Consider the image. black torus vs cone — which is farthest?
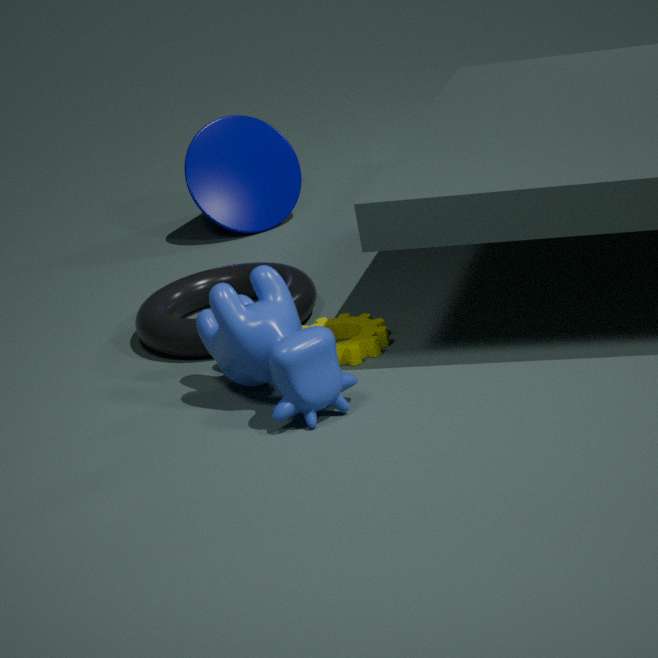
cone
